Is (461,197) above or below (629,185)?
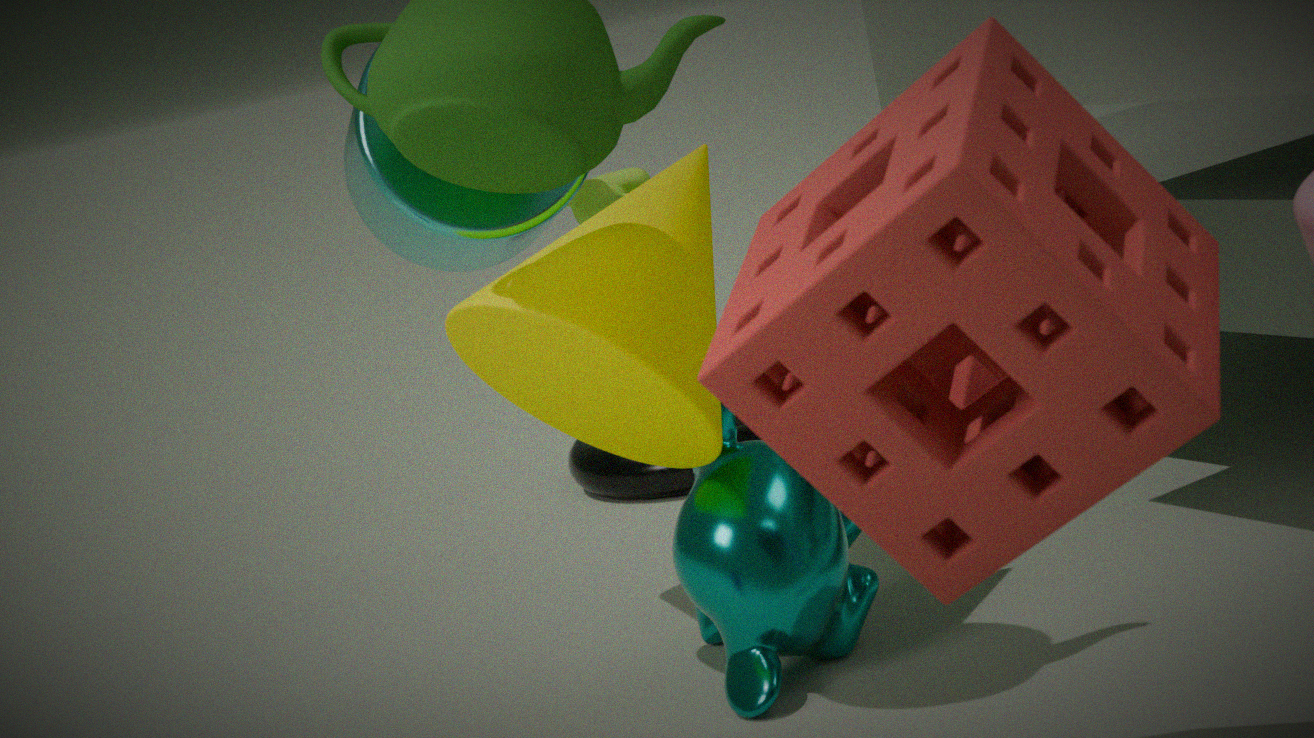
above
